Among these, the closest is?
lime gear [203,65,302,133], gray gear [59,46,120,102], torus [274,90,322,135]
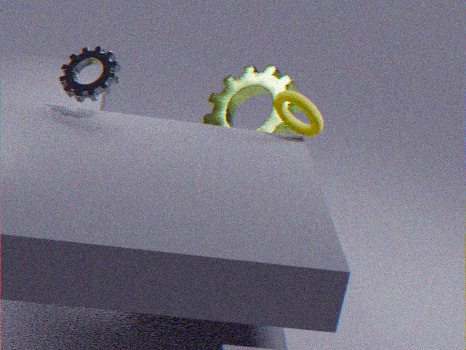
gray gear [59,46,120,102]
